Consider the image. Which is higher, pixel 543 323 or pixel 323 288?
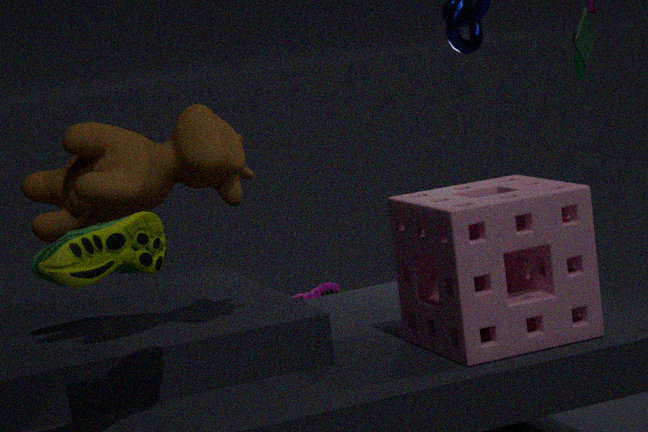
pixel 543 323
